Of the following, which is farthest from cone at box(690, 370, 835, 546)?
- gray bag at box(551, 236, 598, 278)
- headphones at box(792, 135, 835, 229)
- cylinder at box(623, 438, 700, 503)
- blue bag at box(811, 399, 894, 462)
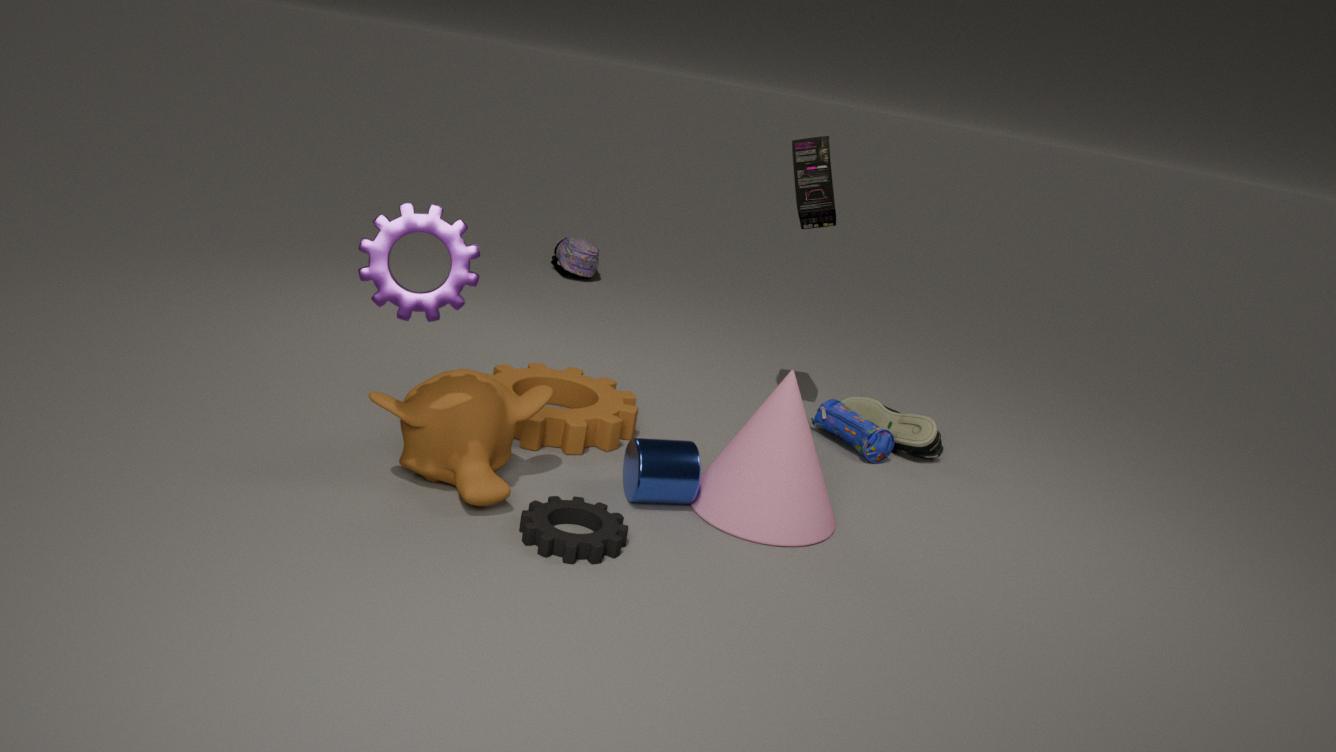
gray bag at box(551, 236, 598, 278)
